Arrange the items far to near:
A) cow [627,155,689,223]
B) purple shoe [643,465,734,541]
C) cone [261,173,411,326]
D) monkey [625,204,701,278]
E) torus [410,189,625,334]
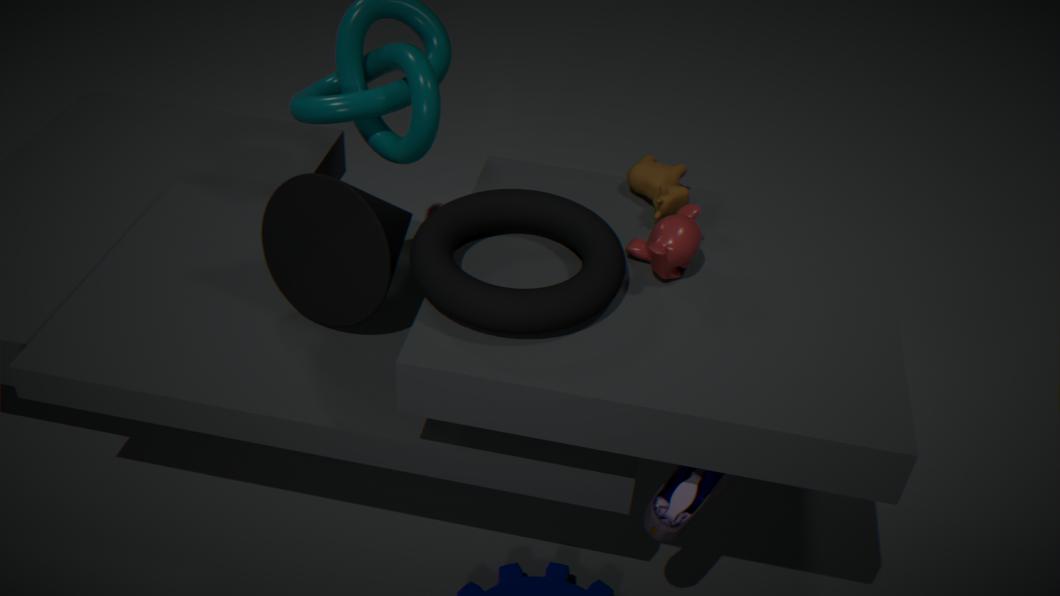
cow [627,155,689,223]
cone [261,173,411,326]
monkey [625,204,701,278]
purple shoe [643,465,734,541]
torus [410,189,625,334]
